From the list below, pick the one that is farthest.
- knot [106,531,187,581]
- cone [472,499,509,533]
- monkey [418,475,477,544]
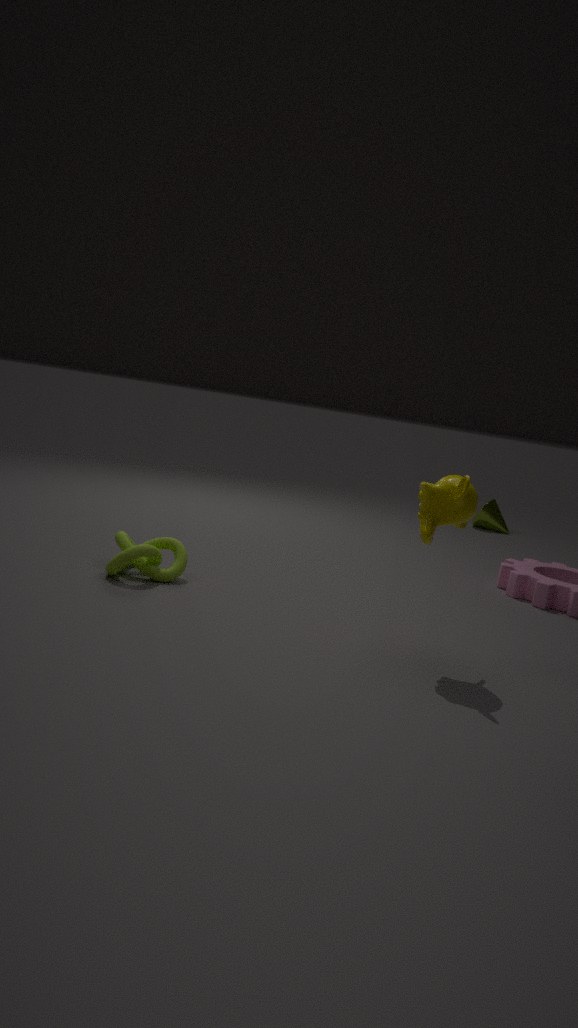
cone [472,499,509,533]
